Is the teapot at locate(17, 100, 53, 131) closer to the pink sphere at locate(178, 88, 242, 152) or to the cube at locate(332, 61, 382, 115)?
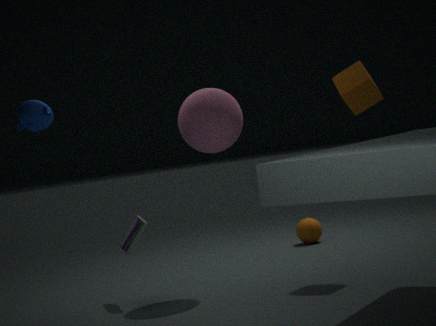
the pink sphere at locate(178, 88, 242, 152)
